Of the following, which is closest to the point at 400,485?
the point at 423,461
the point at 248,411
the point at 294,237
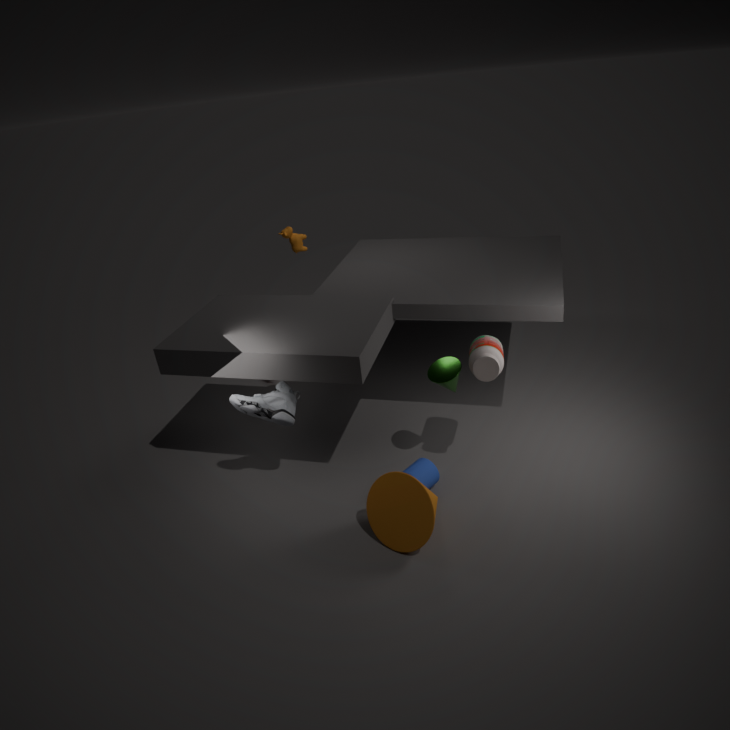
the point at 423,461
